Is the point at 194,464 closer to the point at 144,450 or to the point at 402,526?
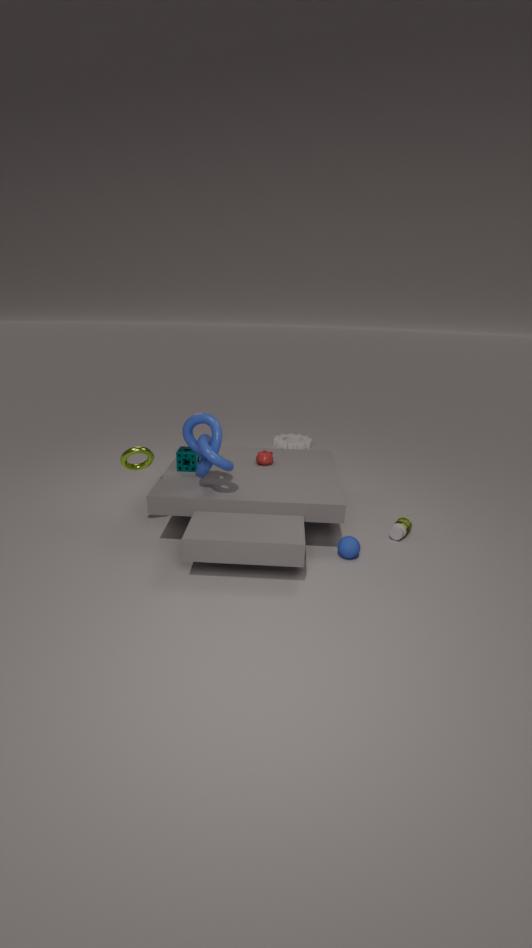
the point at 144,450
